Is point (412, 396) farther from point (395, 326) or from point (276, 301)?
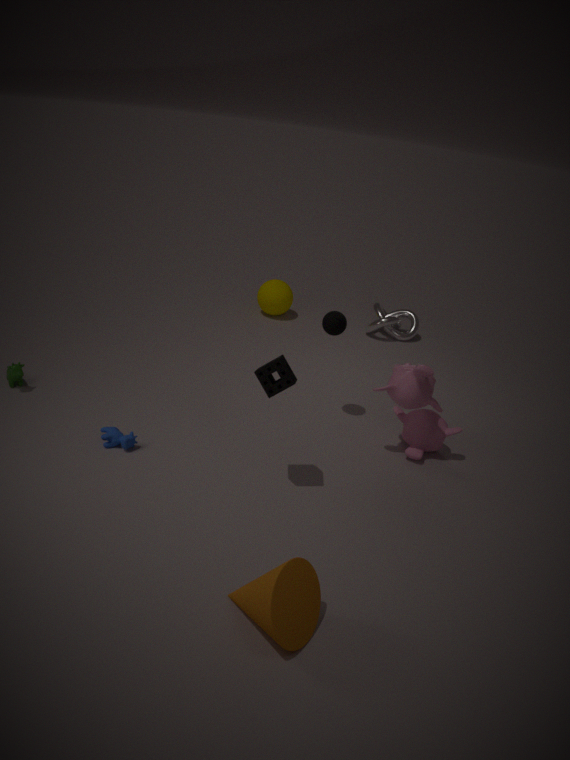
point (276, 301)
